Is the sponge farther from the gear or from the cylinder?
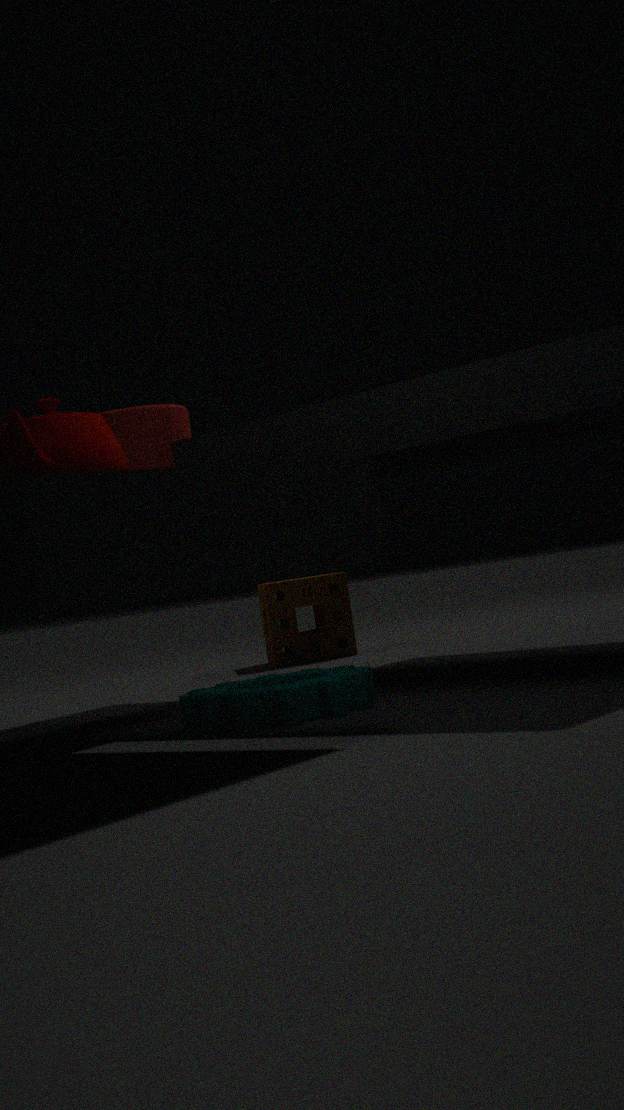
the gear
